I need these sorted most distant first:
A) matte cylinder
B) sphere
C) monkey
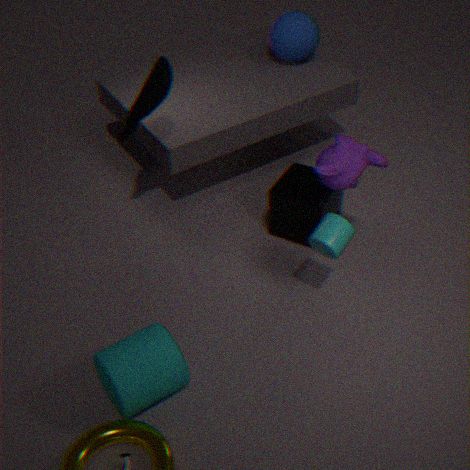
sphere
monkey
matte cylinder
